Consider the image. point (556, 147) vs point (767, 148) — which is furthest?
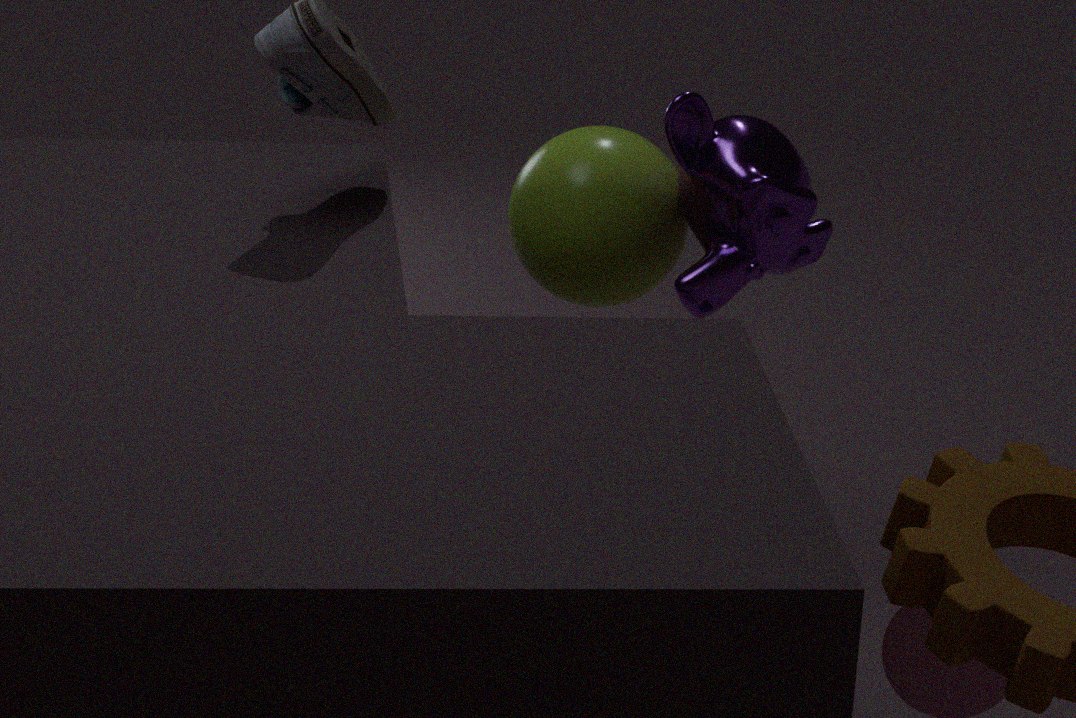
point (556, 147)
